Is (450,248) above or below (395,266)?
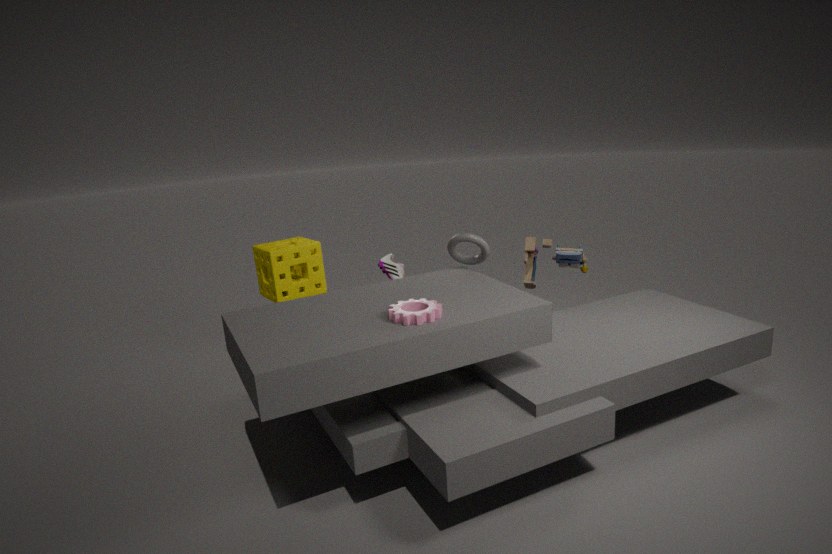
above
